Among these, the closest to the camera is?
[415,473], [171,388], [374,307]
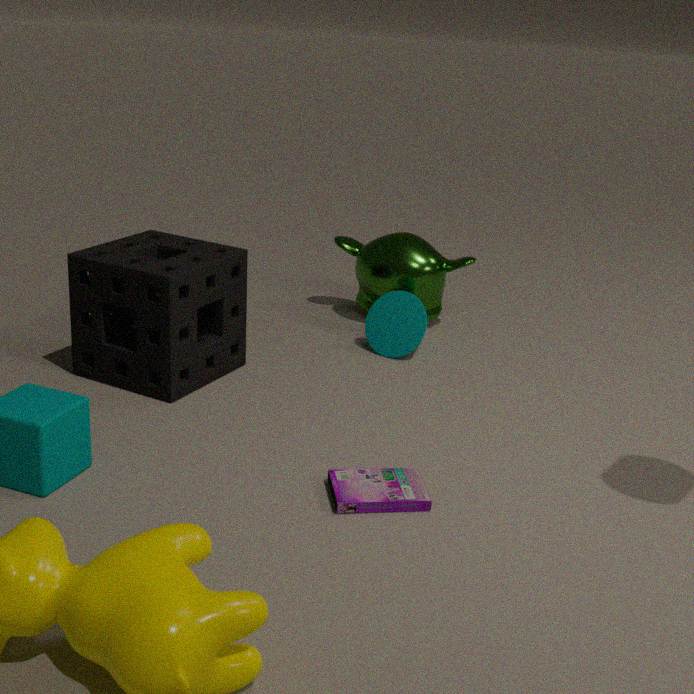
[415,473]
